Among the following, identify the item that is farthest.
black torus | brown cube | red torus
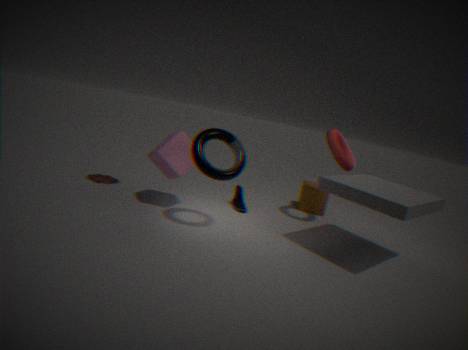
brown cube
